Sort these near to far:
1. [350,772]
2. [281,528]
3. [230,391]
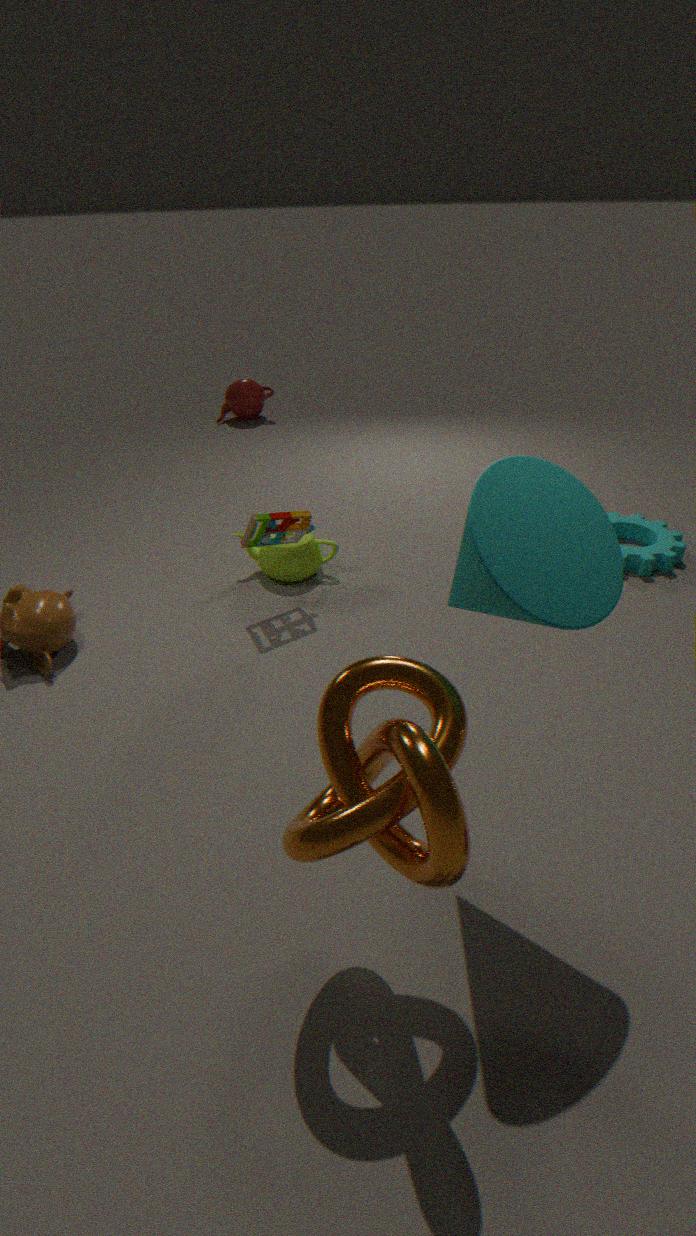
[350,772]
[281,528]
[230,391]
